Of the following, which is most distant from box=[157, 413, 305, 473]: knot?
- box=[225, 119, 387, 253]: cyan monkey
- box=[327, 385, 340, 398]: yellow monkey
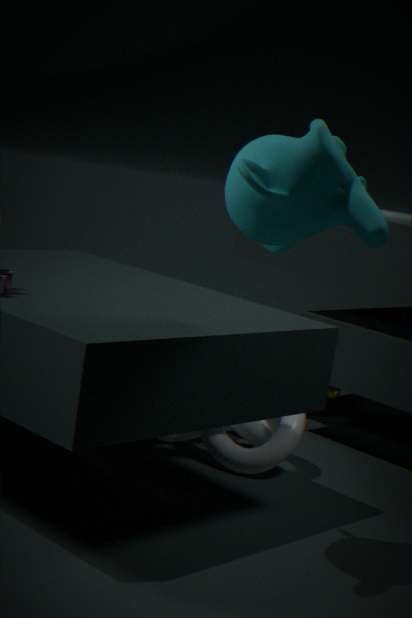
box=[225, 119, 387, 253]: cyan monkey
